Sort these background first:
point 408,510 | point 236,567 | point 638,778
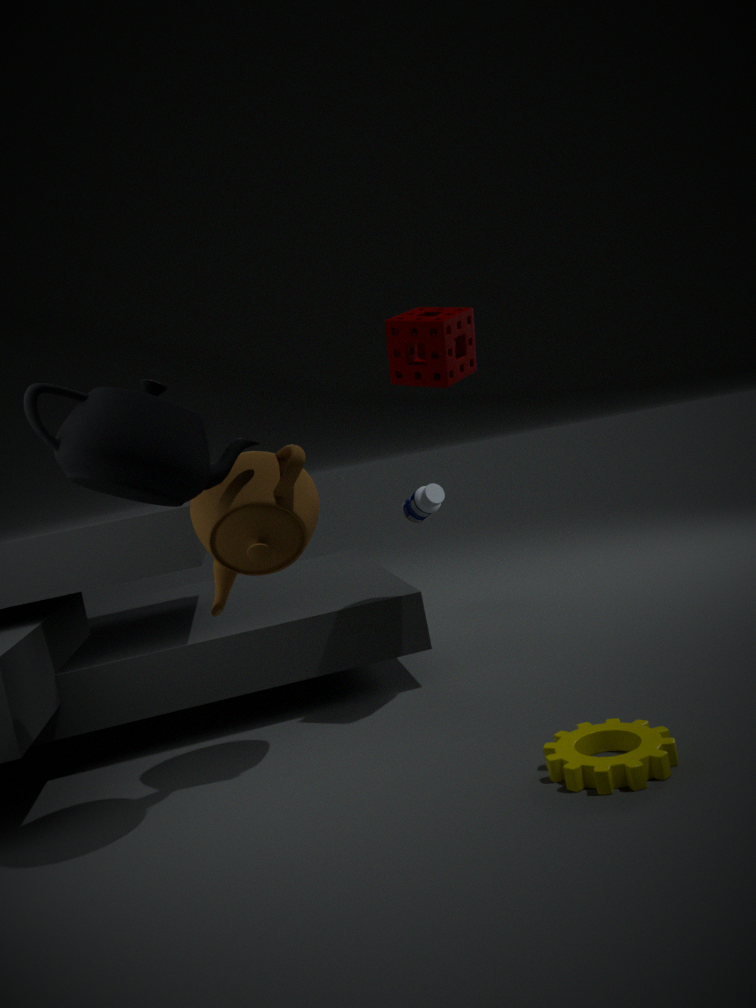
point 408,510
point 236,567
point 638,778
